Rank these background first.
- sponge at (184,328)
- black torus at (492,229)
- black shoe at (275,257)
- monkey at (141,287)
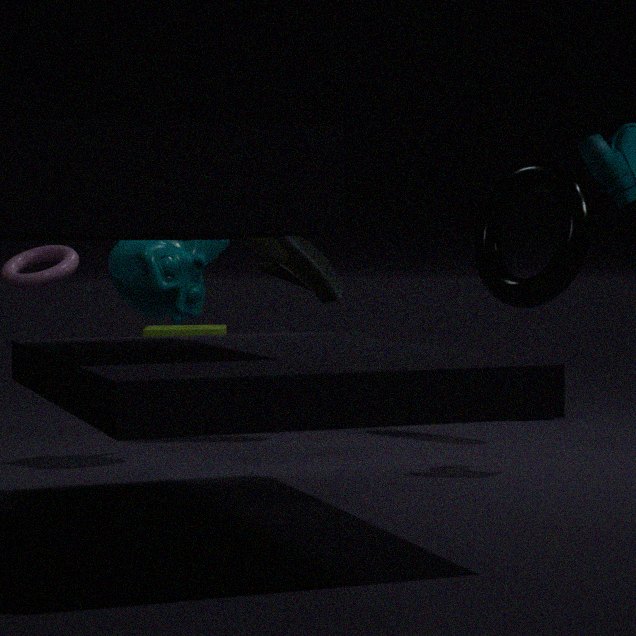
1. sponge at (184,328)
2. black shoe at (275,257)
3. black torus at (492,229)
4. monkey at (141,287)
